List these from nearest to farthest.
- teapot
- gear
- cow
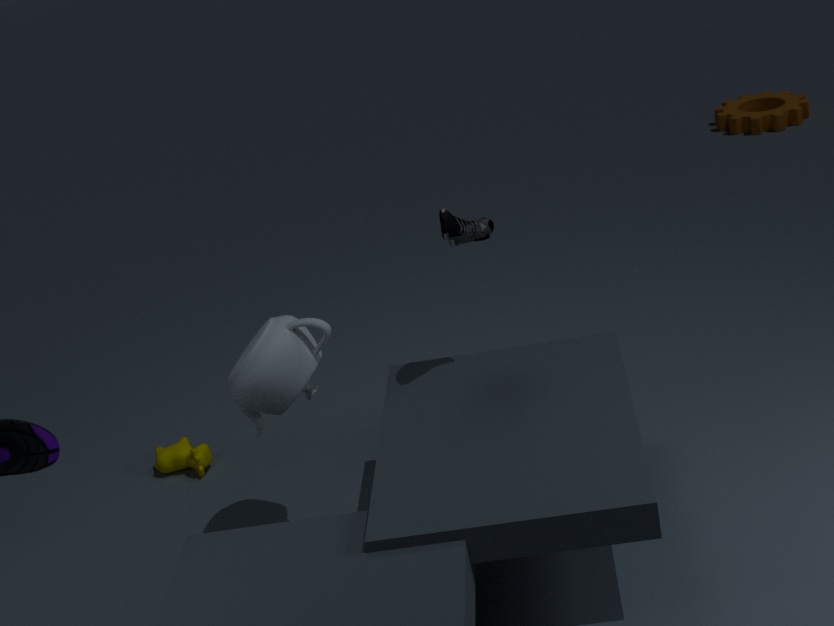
teapot → cow → gear
